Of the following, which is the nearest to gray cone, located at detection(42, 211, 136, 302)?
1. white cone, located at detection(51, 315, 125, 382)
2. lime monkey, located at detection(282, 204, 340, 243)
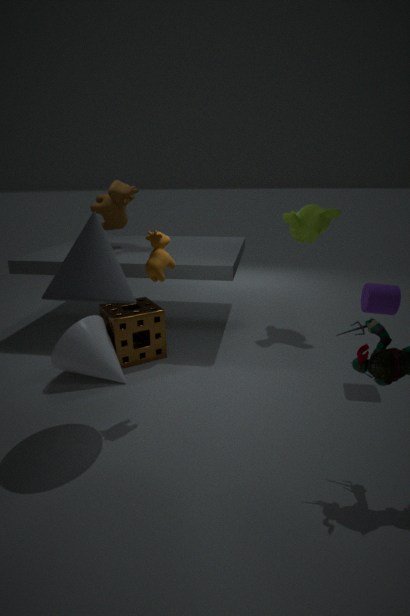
white cone, located at detection(51, 315, 125, 382)
